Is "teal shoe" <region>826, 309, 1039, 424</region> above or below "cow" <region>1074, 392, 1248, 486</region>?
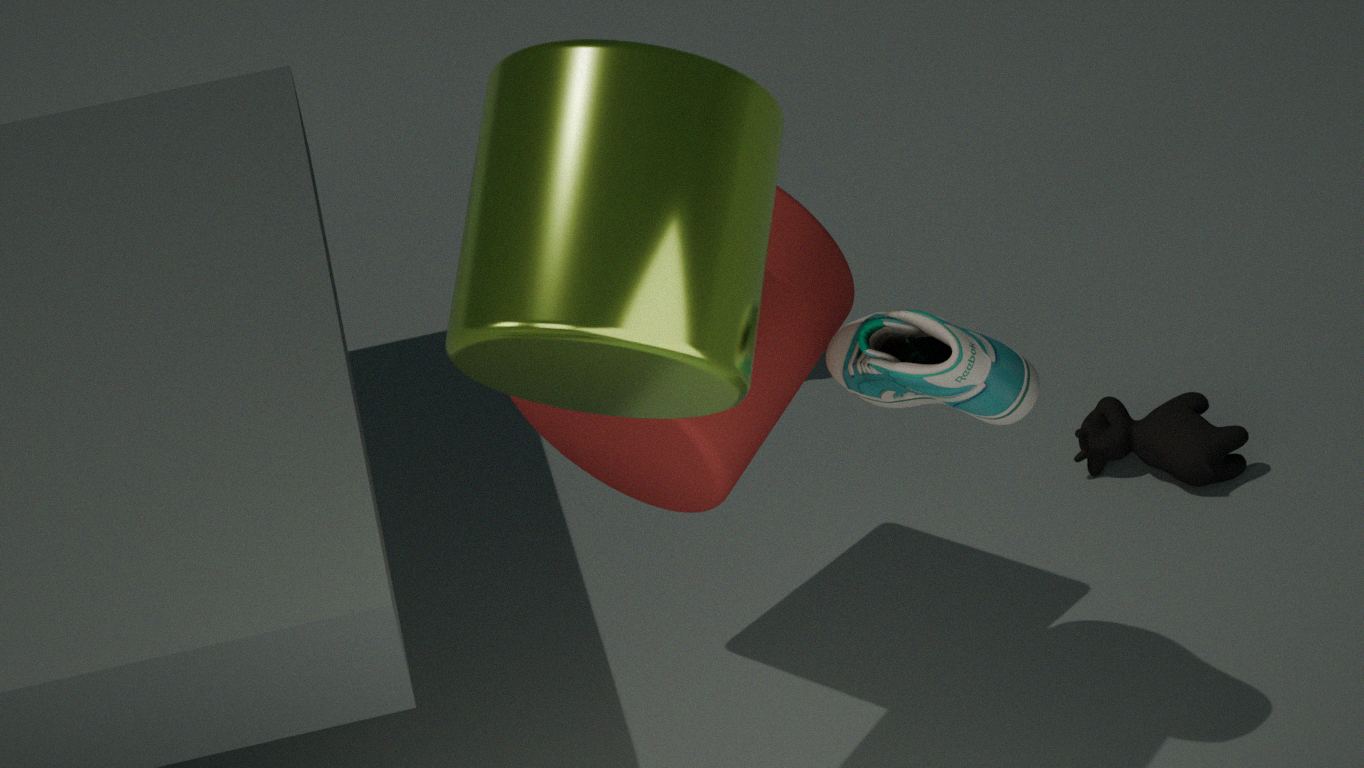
above
